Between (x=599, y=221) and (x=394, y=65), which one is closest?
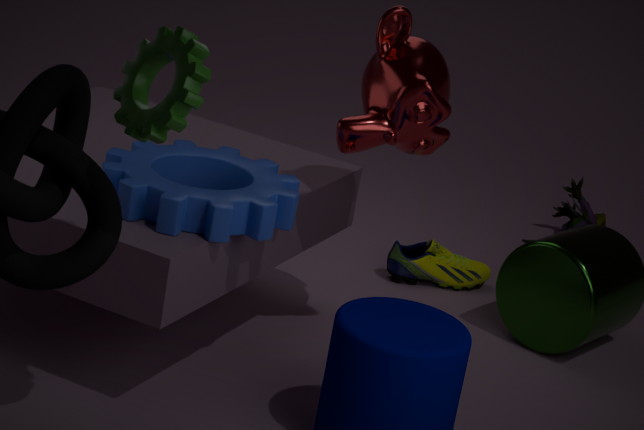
(x=394, y=65)
